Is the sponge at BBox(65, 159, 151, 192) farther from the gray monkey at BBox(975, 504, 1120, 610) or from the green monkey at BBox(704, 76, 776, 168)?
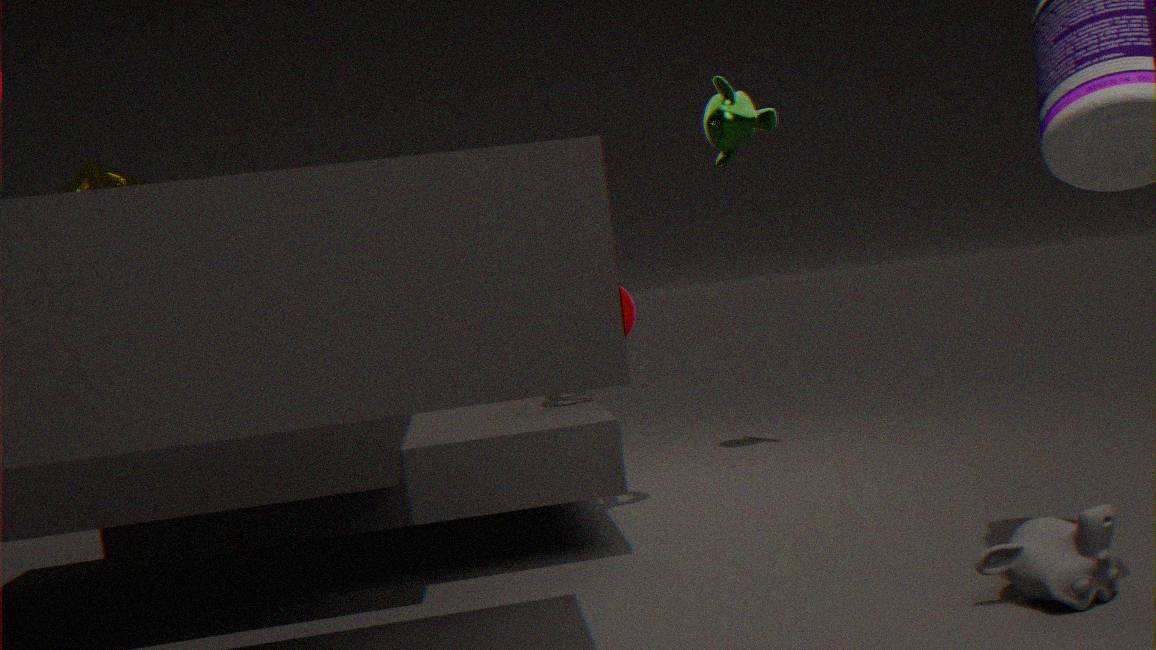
the gray monkey at BBox(975, 504, 1120, 610)
